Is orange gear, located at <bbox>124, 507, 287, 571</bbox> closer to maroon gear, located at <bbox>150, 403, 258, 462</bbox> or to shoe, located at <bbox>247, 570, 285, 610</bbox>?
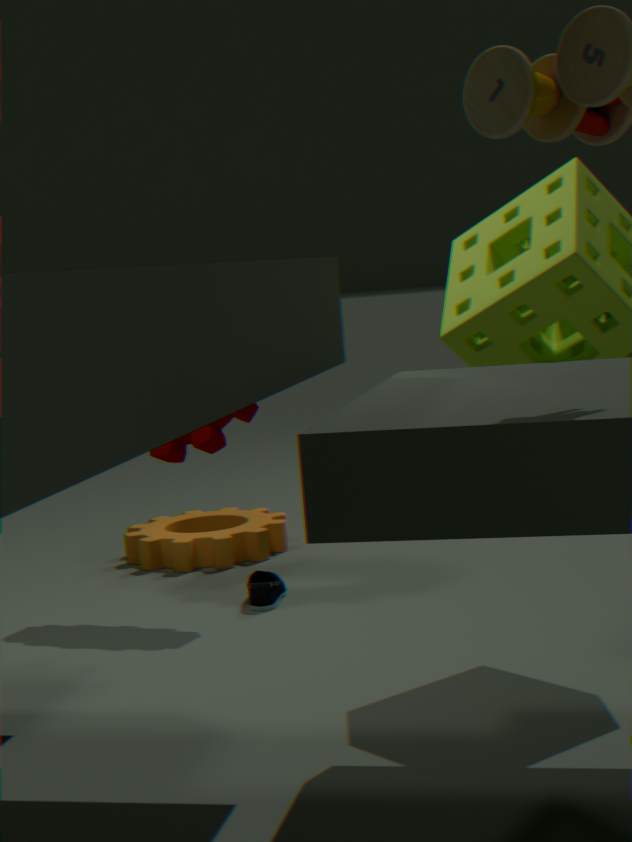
shoe, located at <bbox>247, 570, 285, 610</bbox>
